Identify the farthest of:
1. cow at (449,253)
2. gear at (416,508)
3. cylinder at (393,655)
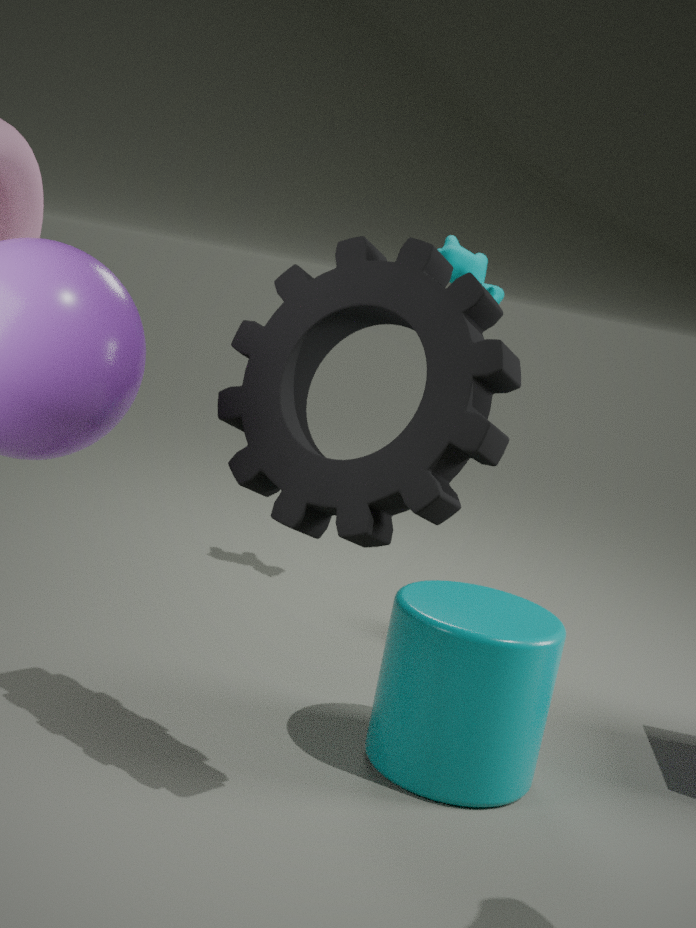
cow at (449,253)
